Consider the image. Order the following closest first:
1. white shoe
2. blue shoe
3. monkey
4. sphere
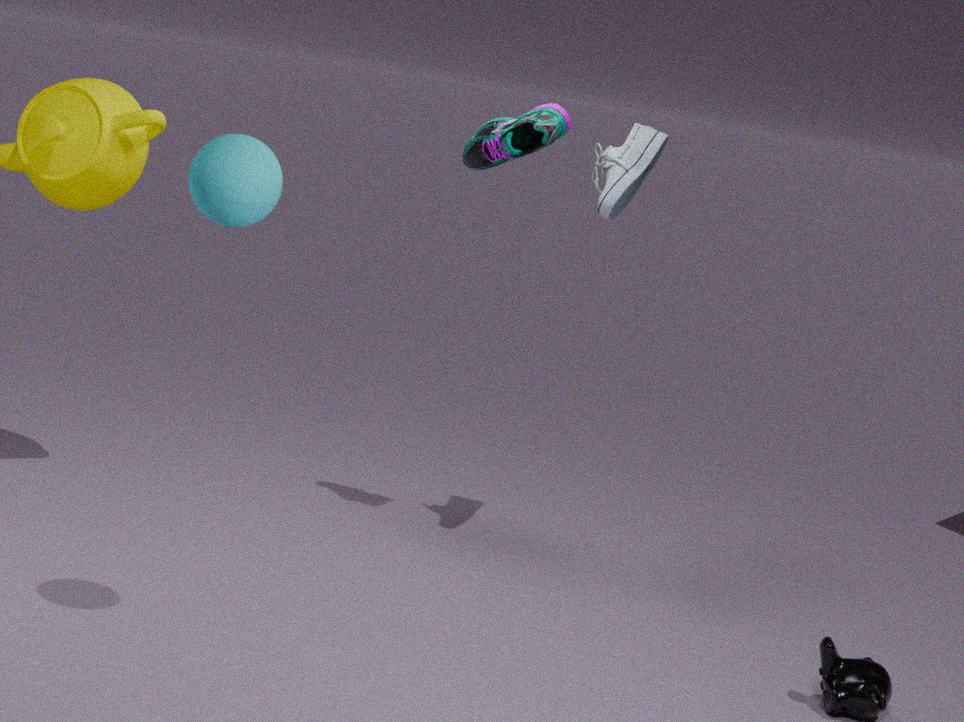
sphere, monkey, white shoe, blue shoe
